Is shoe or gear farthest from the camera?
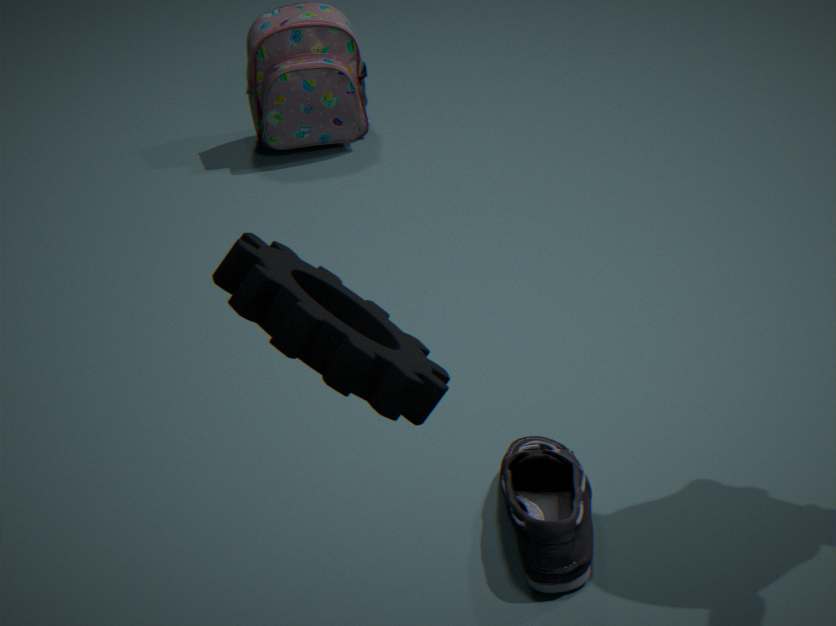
shoe
